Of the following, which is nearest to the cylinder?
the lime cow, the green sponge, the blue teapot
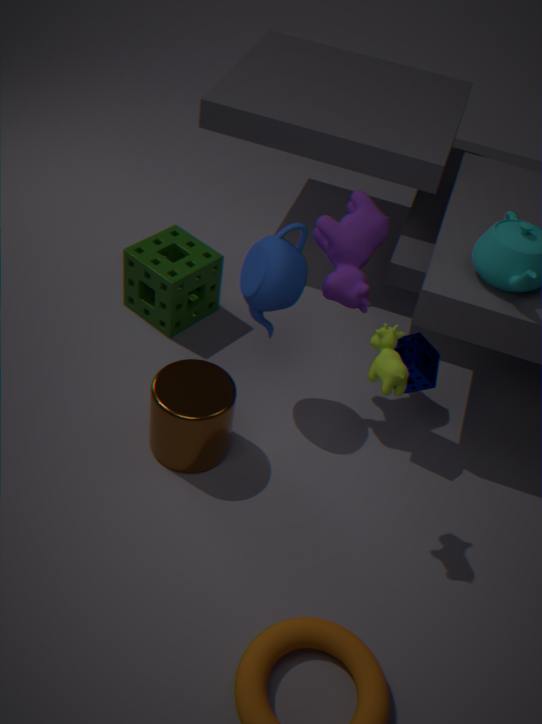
the blue teapot
